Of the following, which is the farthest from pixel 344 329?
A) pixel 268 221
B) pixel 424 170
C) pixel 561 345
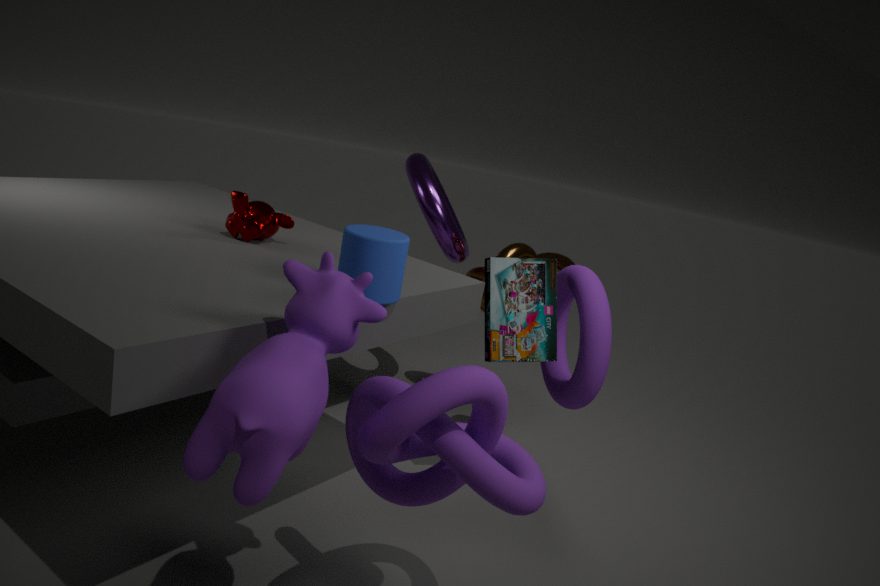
pixel 424 170
